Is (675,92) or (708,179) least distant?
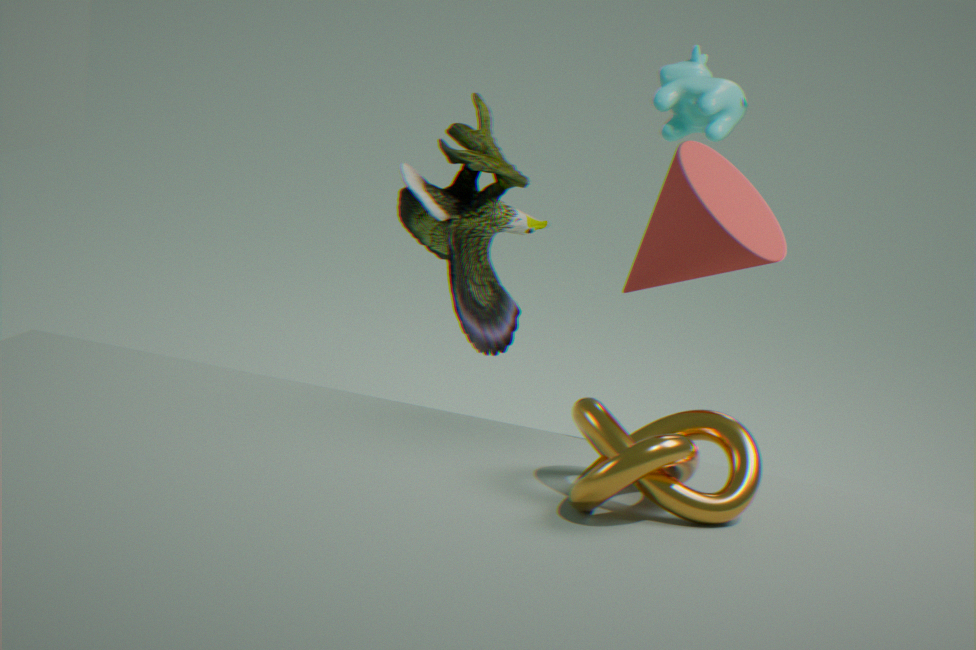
(708,179)
